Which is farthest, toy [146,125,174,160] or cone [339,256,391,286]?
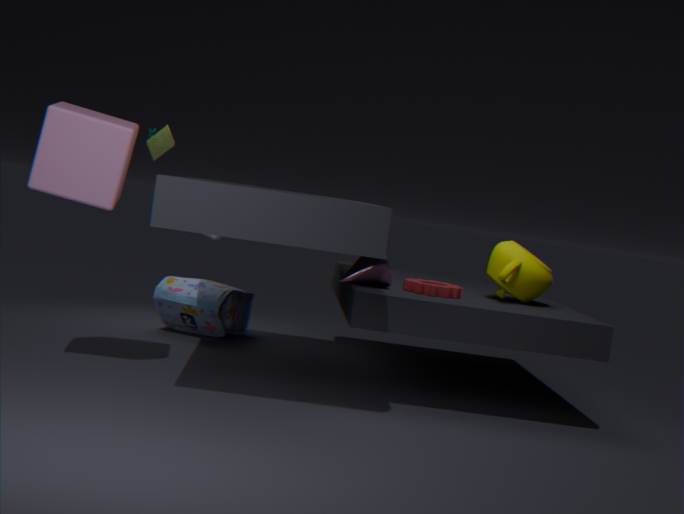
toy [146,125,174,160]
